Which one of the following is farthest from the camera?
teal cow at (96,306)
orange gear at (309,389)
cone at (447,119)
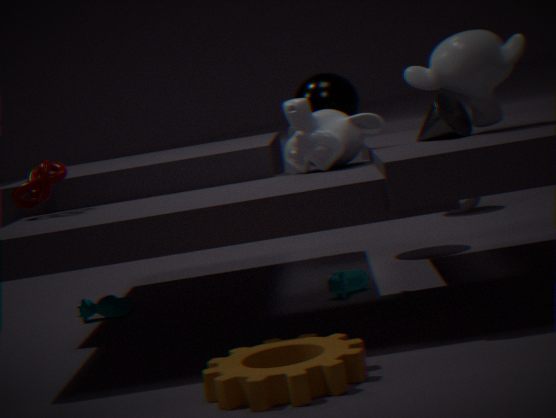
teal cow at (96,306)
